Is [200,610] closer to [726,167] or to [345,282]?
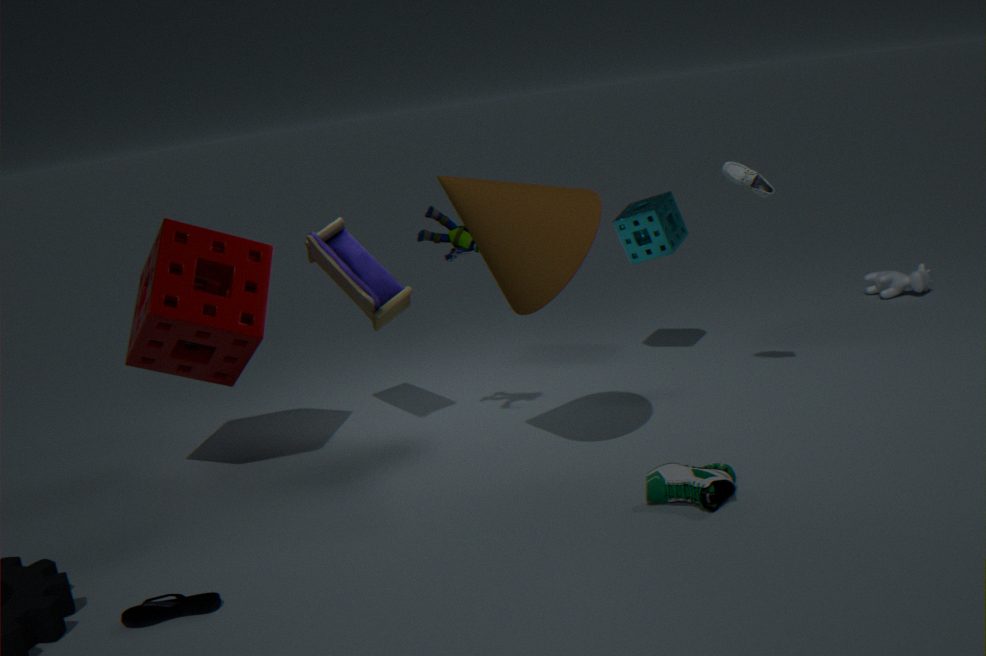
[345,282]
